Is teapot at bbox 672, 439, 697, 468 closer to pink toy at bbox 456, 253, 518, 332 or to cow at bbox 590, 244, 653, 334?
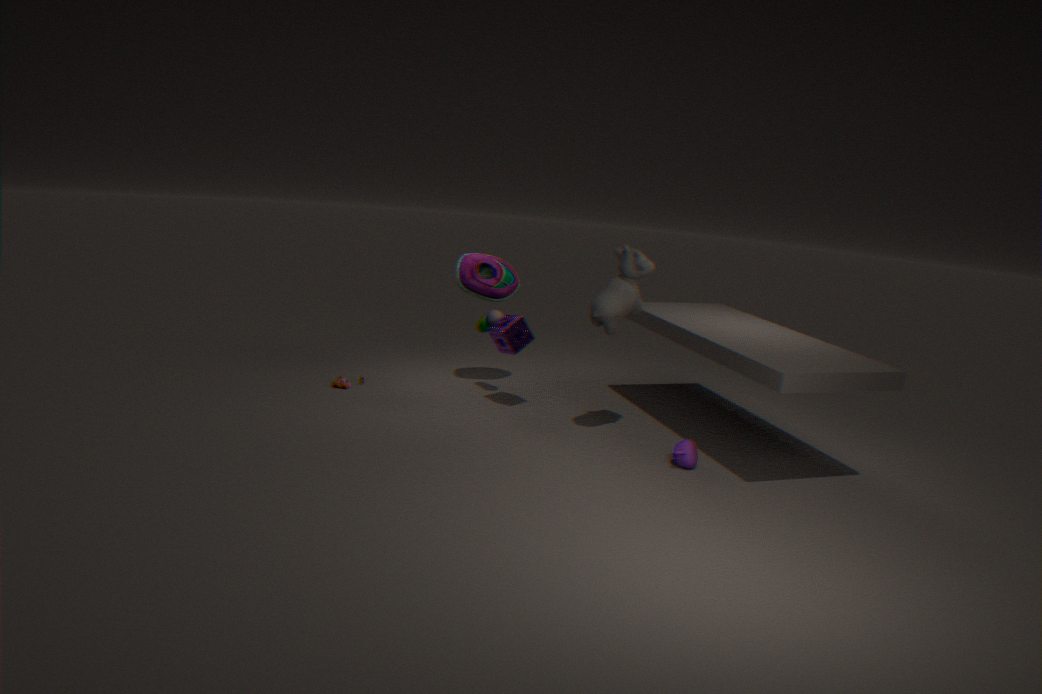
cow at bbox 590, 244, 653, 334
